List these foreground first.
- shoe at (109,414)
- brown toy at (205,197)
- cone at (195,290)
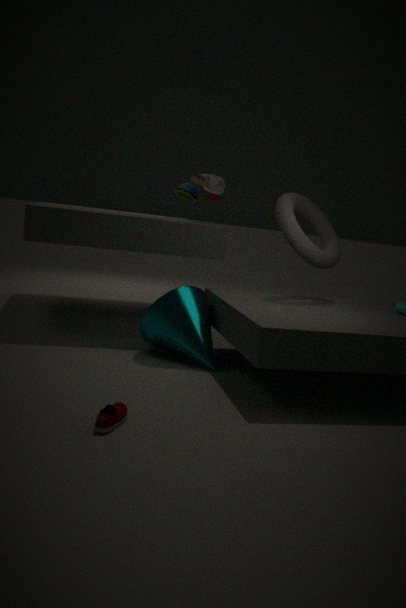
shoe at (109,414)
cone at (195,290)
brown toy at (205,197)
